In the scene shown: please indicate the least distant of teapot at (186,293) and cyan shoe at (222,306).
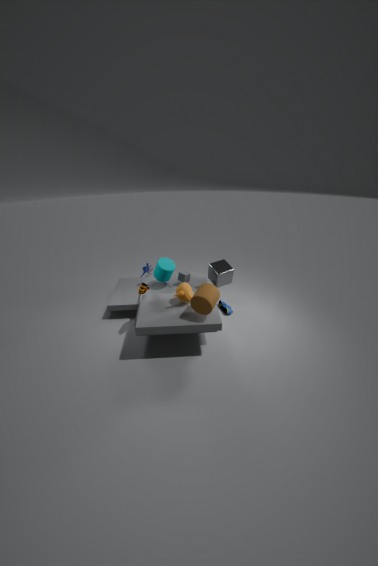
teapot at (186,293)
